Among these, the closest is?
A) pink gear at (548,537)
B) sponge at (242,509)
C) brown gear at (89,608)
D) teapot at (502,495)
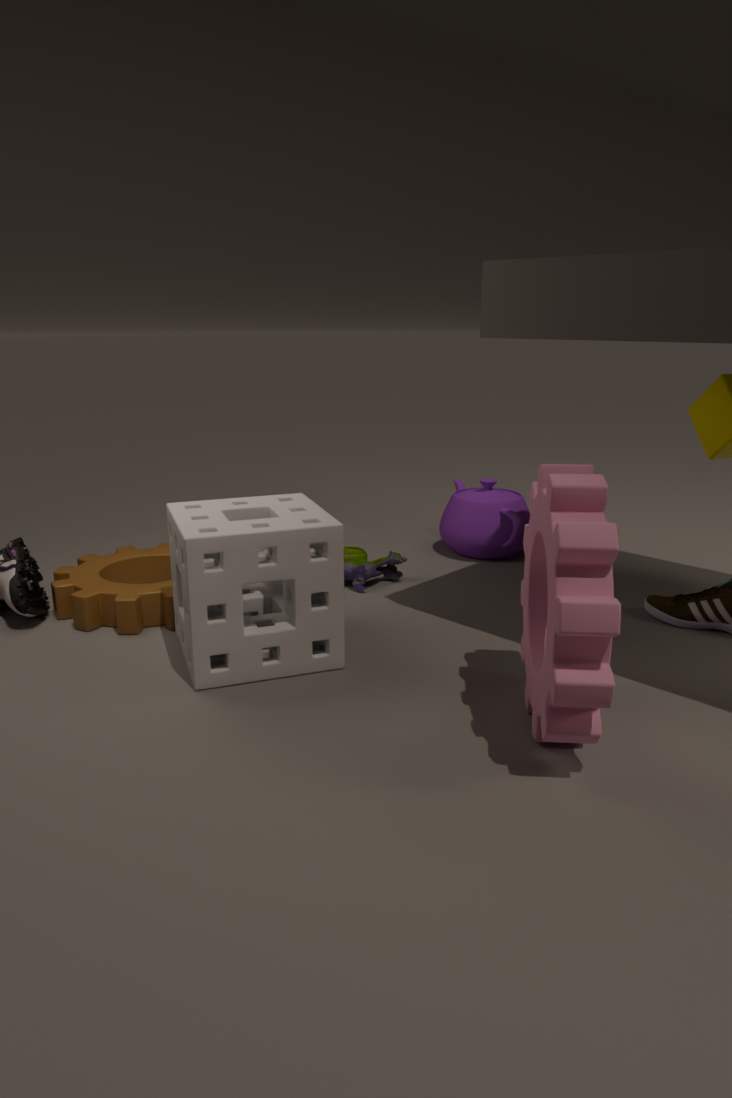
pink gear at (548,537)
